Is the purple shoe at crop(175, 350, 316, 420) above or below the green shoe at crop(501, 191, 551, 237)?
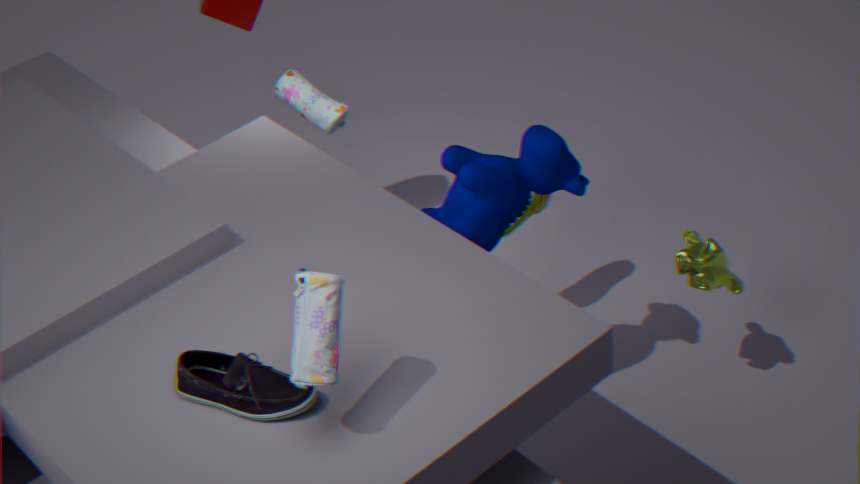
above
